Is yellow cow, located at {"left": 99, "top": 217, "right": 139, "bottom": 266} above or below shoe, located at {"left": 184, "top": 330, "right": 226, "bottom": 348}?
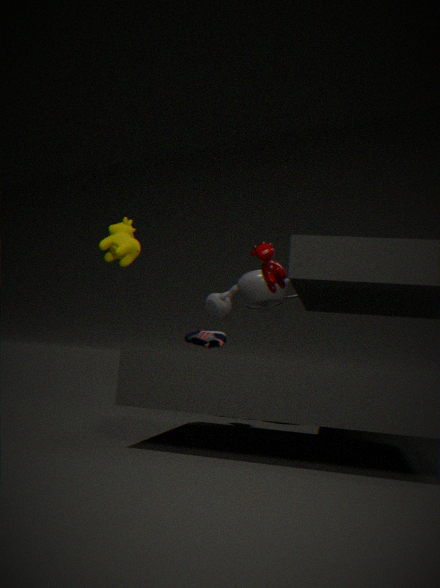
above
